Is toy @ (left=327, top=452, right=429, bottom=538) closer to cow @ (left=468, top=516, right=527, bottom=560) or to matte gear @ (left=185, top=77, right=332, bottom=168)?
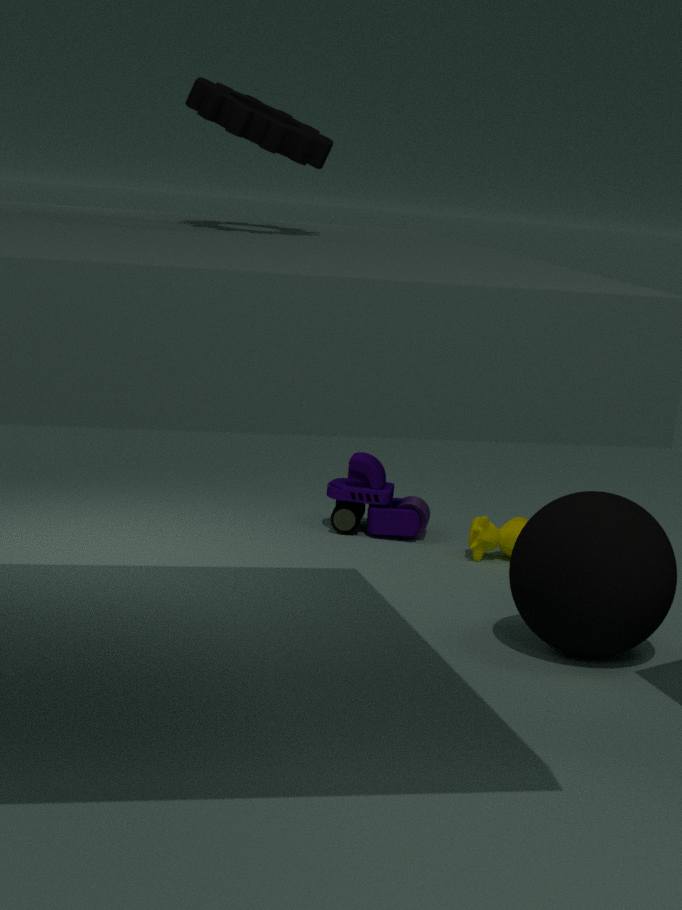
cow @ (left=468, top=516, right=527, bottom=560)
